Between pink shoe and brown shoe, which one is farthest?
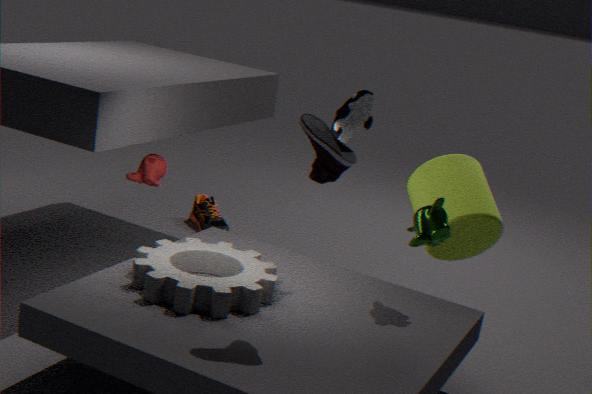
brown shoe
